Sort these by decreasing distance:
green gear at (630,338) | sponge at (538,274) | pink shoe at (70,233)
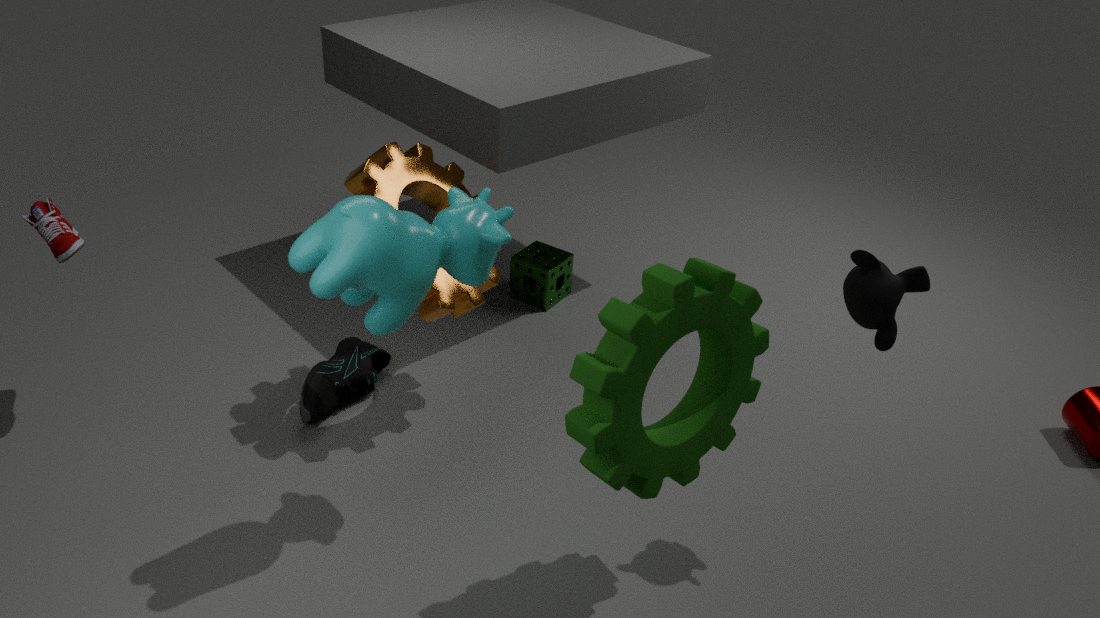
sponge at (538,274) < pink shoe at (70,233) < green gear at (630,338)
